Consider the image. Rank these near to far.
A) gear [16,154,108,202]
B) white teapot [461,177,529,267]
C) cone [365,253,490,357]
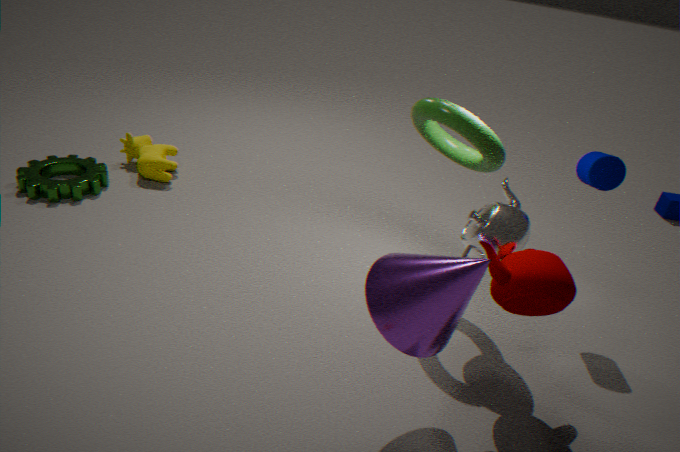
cone [365,253,490,357] → white teapot [461,177,529,267] → gear [16,154,108,202]
